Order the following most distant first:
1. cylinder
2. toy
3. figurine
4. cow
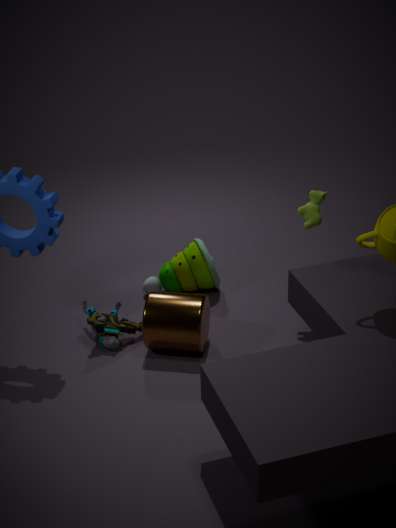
toy → cow → figurine → cylinder
